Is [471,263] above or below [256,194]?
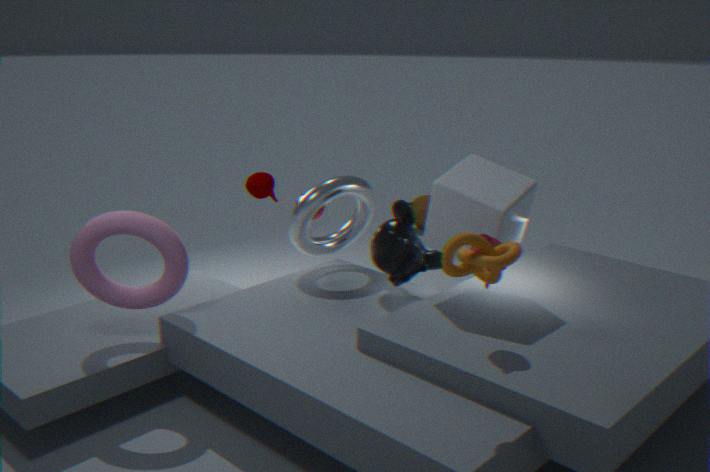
above
